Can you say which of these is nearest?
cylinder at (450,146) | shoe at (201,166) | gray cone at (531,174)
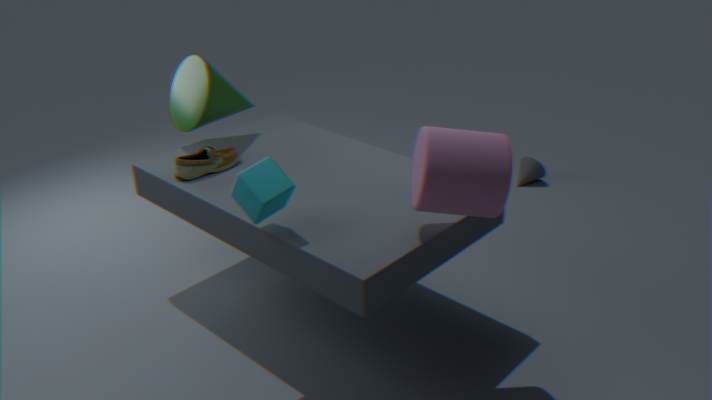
cylinder at (450,146)
